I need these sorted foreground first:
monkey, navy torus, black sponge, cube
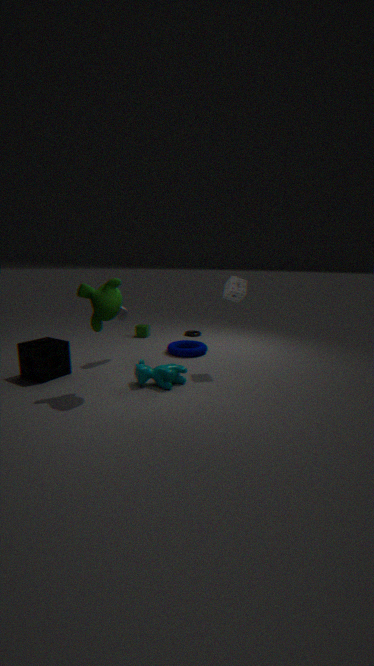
1. monkey
2. black sponge
3. navy torus
4. cube
